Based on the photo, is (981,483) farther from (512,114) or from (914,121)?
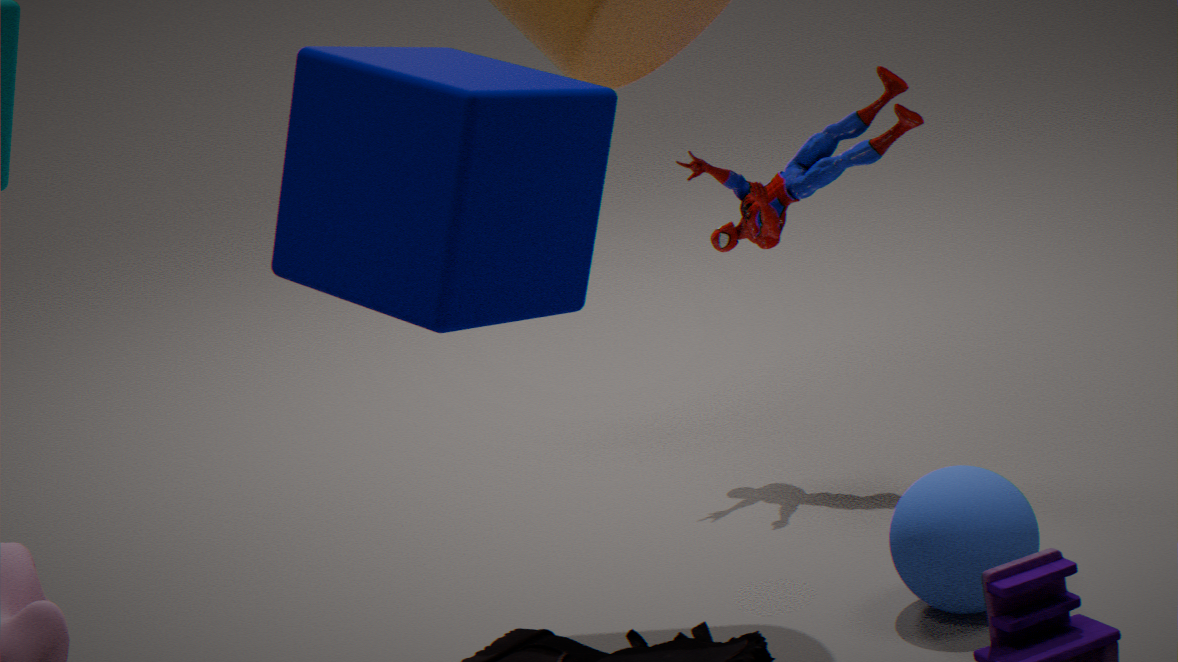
(512,114)
